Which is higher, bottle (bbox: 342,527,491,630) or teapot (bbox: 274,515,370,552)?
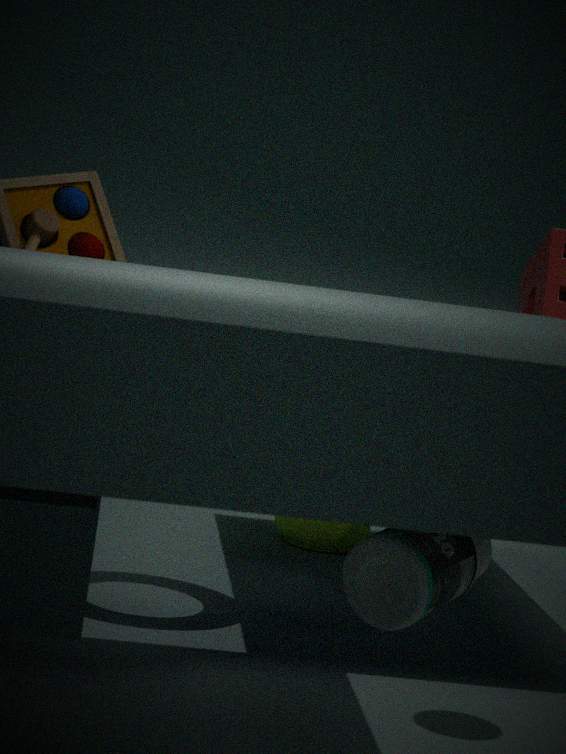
bottle (bbox: 342,527,491,630)
